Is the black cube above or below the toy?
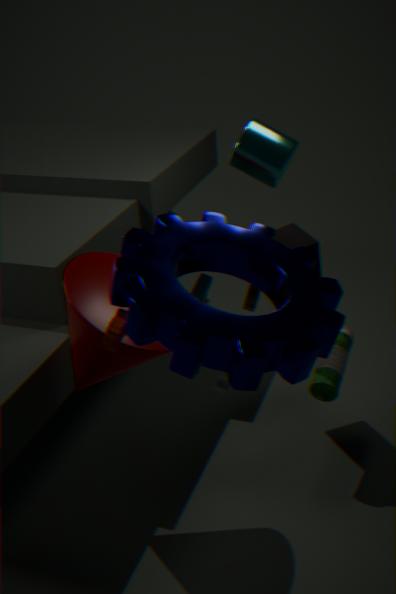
below
